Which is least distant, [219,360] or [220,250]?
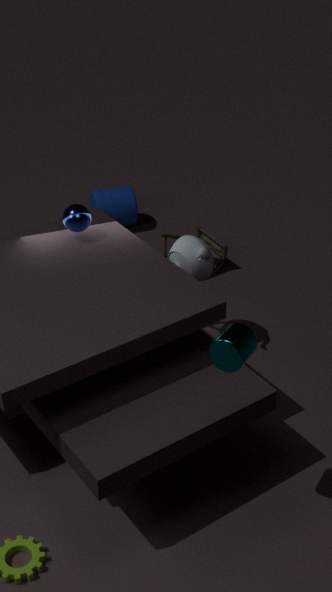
[219,360]
